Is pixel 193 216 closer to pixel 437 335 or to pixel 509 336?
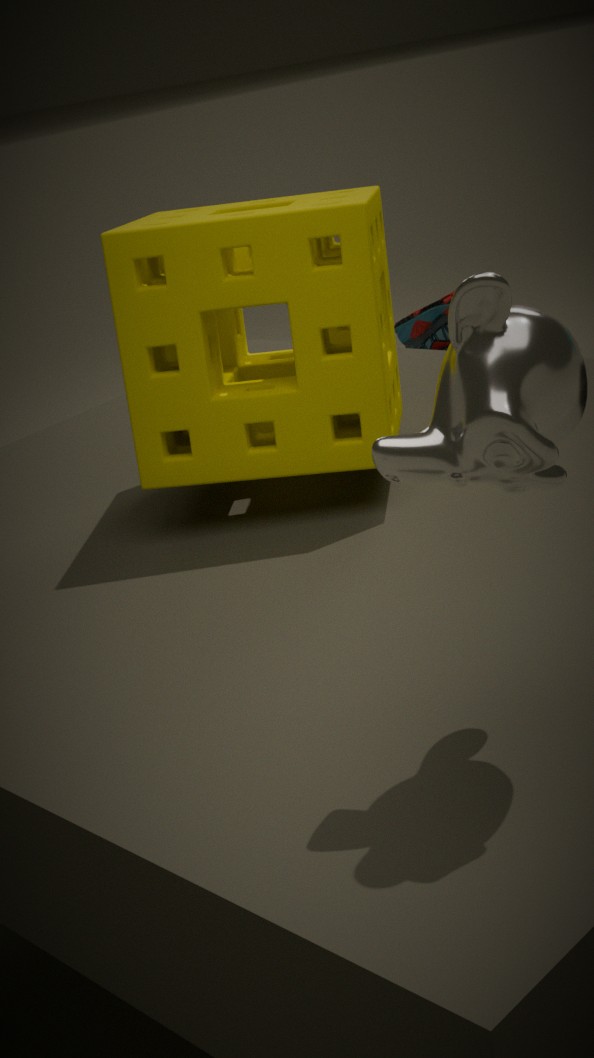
pixel 509 336
